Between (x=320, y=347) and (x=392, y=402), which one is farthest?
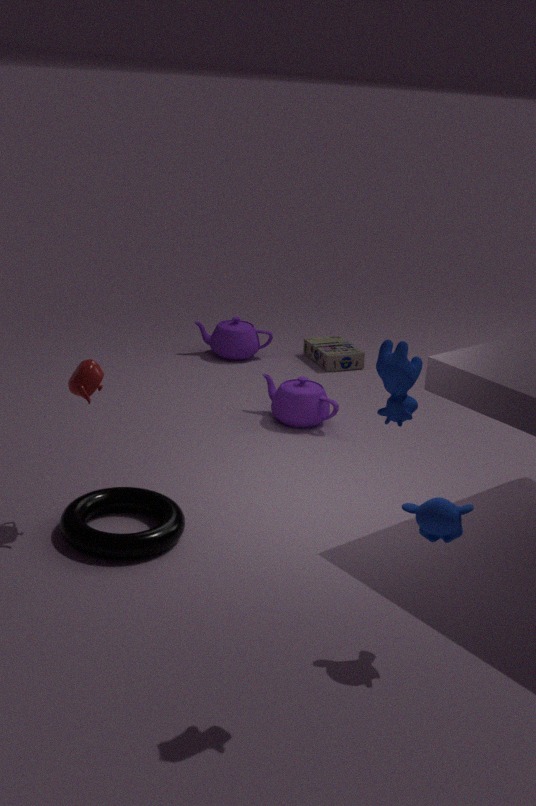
(x=320, y=347)
